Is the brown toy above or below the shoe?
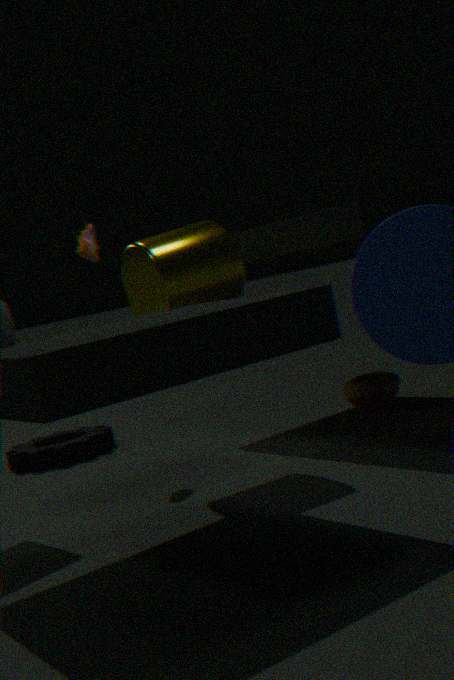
below
